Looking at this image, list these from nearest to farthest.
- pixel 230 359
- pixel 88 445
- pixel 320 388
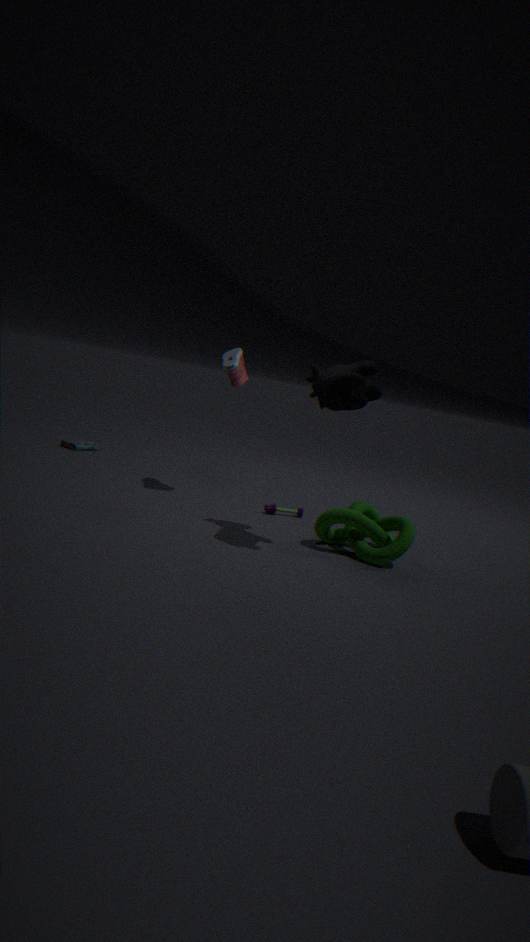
pixel 320 388 → pixel 230 359 → pixel 88 445
